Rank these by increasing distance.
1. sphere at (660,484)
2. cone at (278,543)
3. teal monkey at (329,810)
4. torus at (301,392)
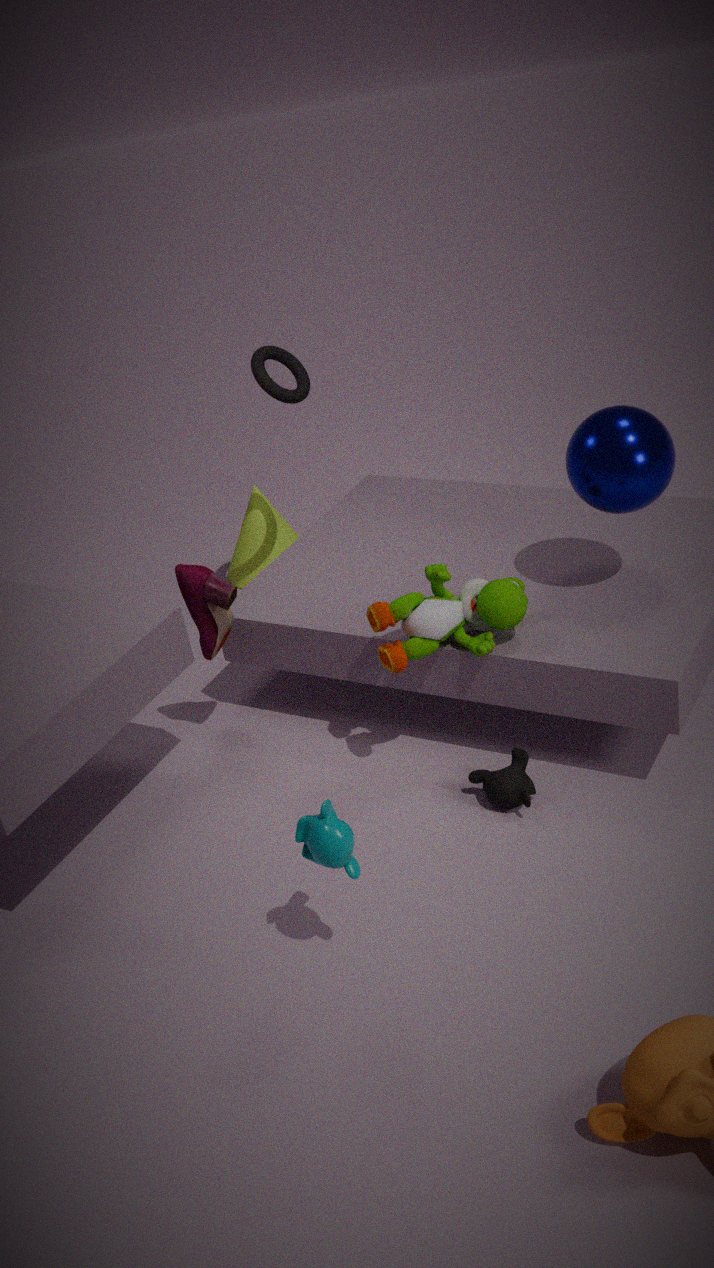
teal monkey at (329,810) → sphere at (660,484) → torus at (301,392) → cone at (278,543)
